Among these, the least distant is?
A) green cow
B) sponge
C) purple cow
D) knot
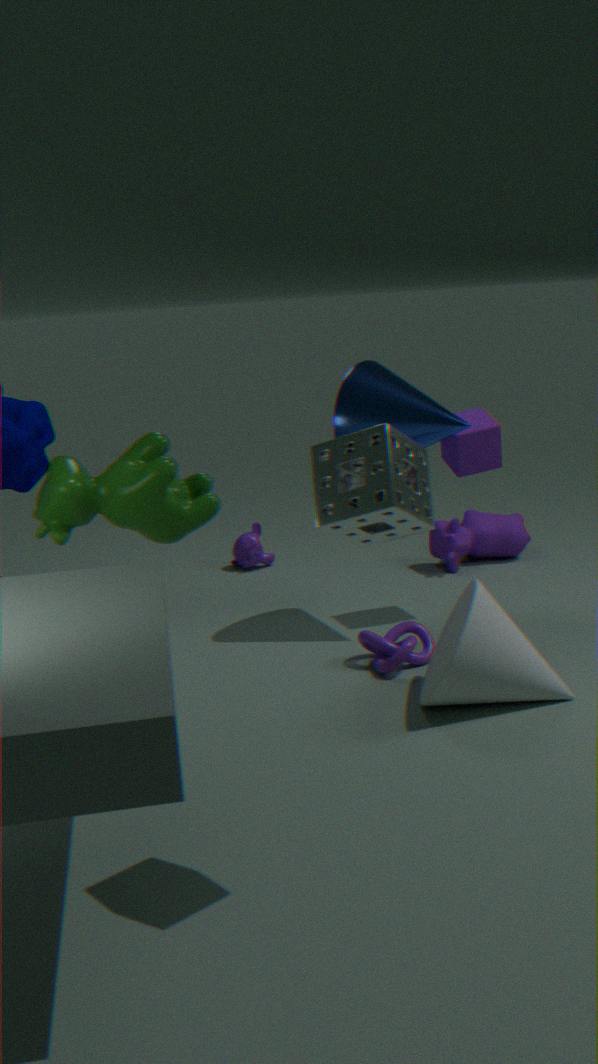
sponge
